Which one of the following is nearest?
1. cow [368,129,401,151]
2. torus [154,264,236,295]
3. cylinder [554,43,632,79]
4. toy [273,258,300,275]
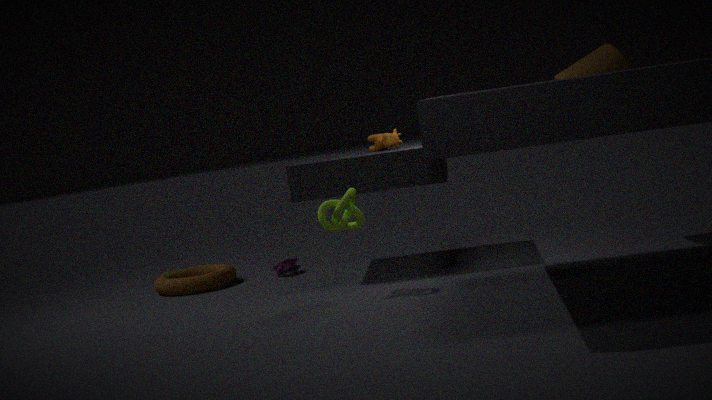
cylinder [554,43,632,79]
